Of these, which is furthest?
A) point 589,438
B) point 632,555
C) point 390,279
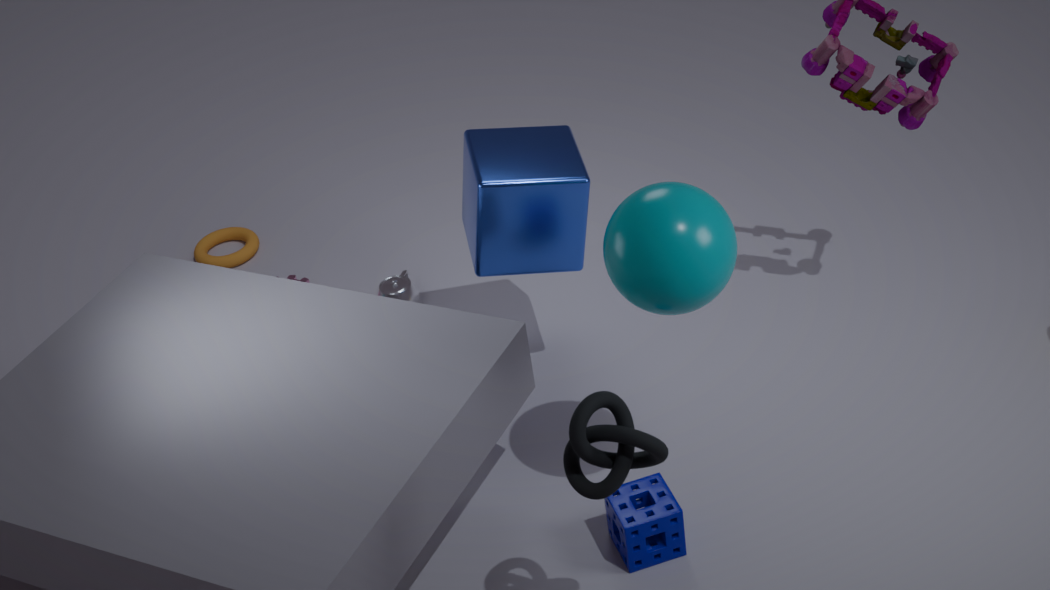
point 390,279
